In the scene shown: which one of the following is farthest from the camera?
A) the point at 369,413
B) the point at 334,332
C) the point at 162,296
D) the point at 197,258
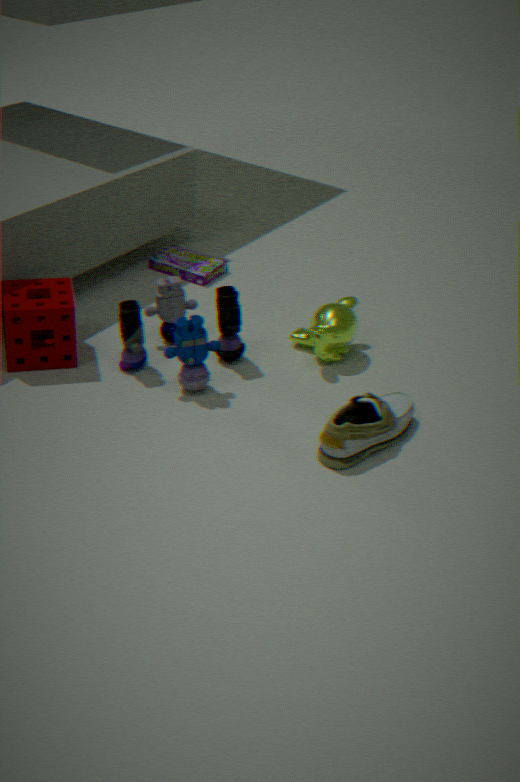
the point at 197,258
